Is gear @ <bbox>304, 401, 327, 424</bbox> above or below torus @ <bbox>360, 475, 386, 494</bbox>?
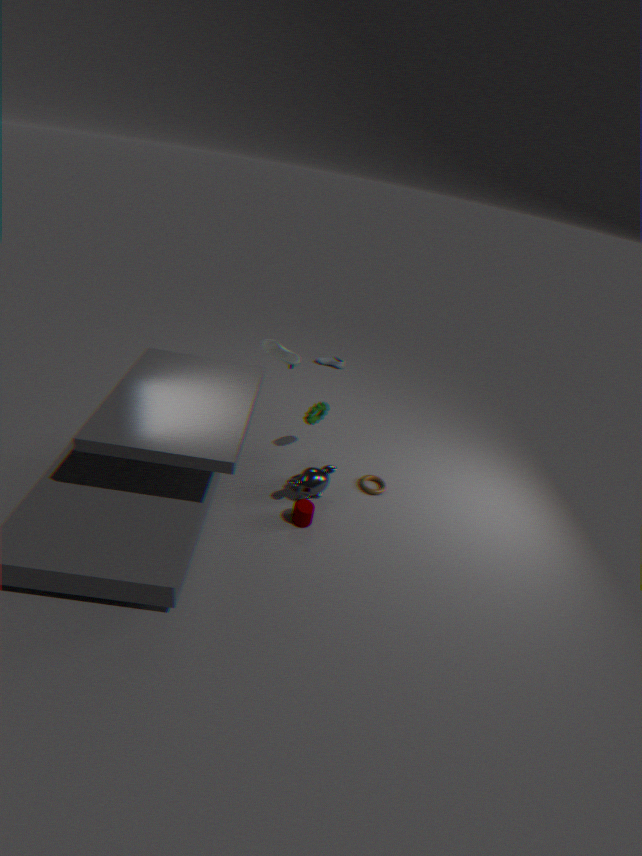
above
